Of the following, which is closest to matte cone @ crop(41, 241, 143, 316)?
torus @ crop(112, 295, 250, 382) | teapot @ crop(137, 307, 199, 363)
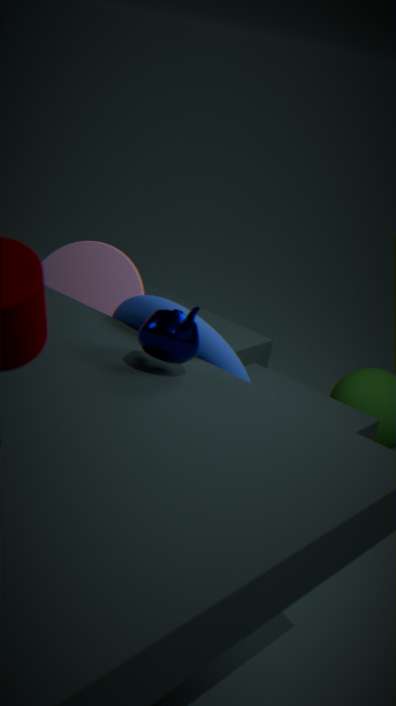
torus @ crop(112, 295, 250, 382)
